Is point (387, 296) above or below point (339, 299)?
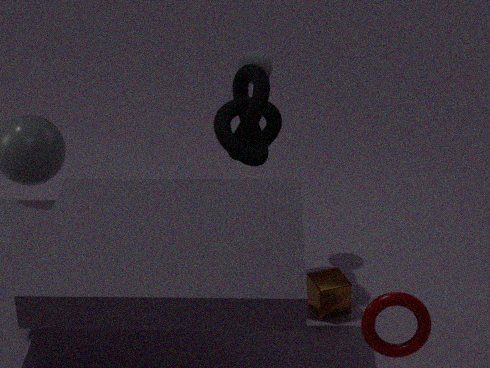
above
